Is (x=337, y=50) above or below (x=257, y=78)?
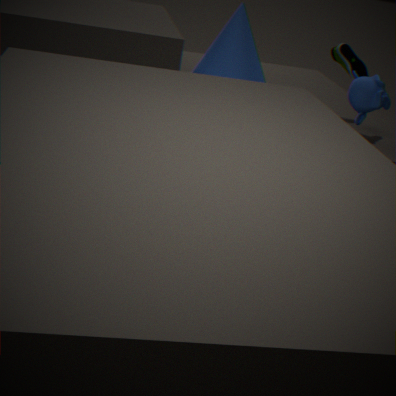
above
